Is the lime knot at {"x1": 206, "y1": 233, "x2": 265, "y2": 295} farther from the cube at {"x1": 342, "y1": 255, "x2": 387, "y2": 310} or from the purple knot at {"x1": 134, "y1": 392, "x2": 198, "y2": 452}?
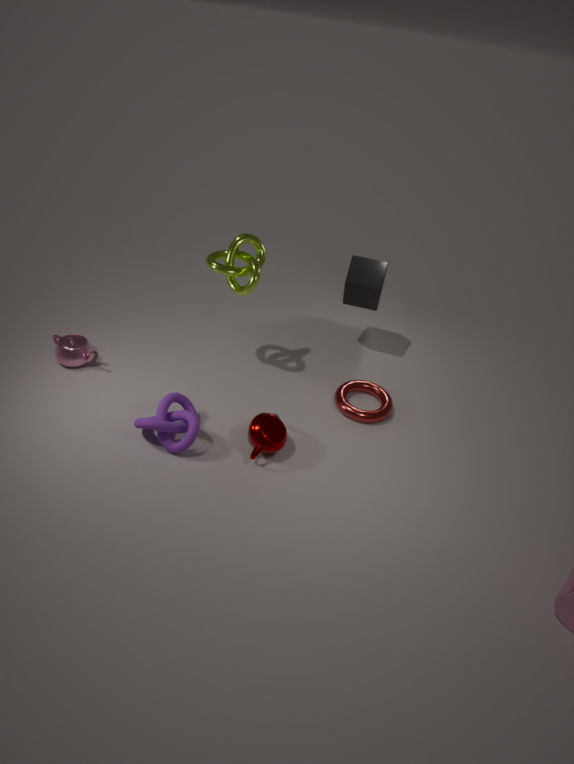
the purple knot at {"x1": 134, "y1": 392, "x2": 198, "y2": 452}
